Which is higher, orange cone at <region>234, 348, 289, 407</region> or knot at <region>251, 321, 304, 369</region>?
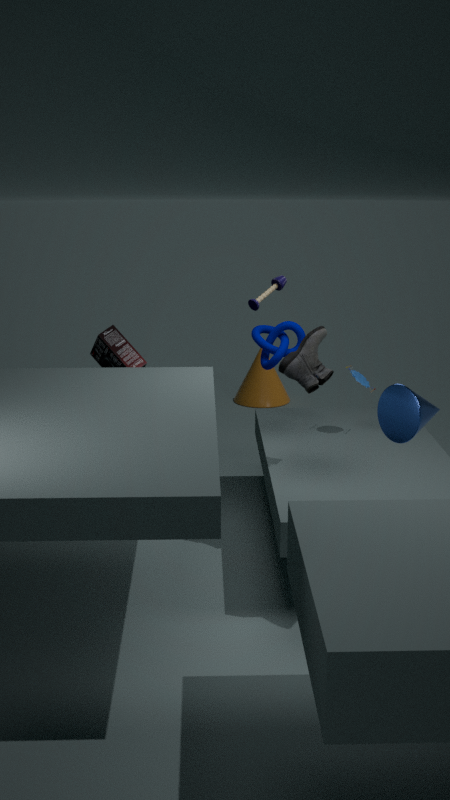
knot at <region>251, 321, 304, 369</region>
